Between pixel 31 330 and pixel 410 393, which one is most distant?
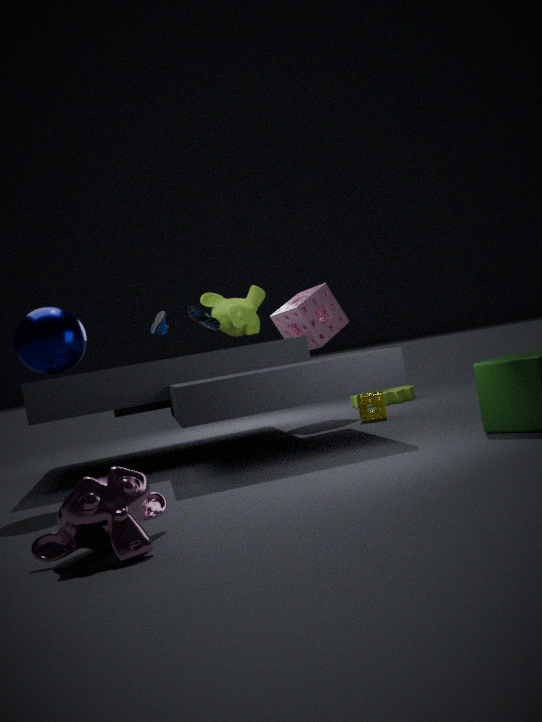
pixel 410 393
